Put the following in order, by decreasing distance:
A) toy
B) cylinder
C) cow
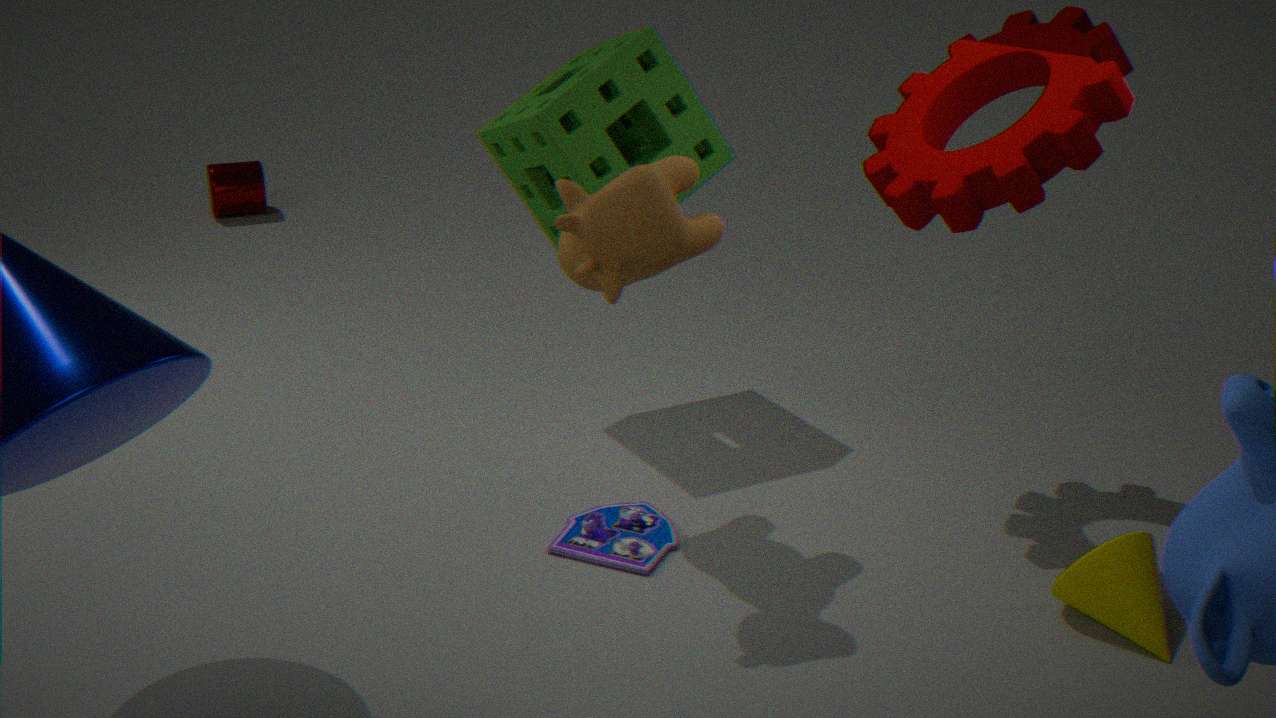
cylinder < toy < cow
